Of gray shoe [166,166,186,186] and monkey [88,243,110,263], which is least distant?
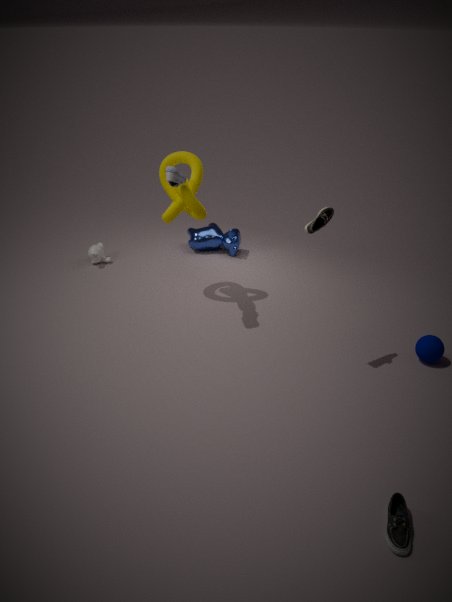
gray shoe [166,166,186,186]
